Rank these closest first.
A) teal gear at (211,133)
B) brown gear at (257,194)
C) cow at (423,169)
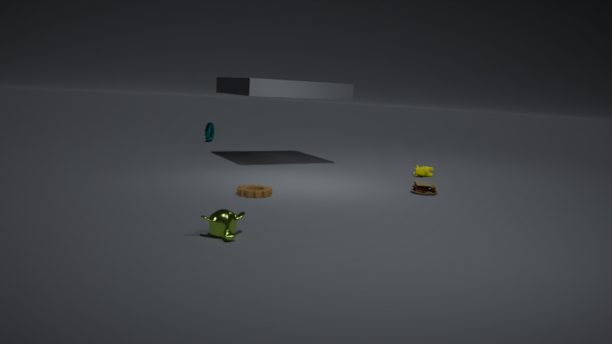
1. brown gear at (257,194)
2. cow at (423,169)
3. teal gear at (211,133)
